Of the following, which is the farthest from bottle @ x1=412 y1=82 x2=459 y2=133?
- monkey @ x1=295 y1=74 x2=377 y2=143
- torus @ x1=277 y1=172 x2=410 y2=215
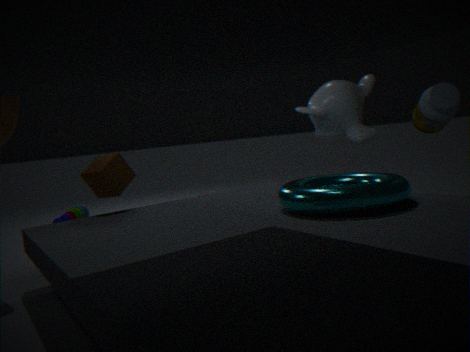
torus @ x1=277 y1=172 x2=410 y2=215
